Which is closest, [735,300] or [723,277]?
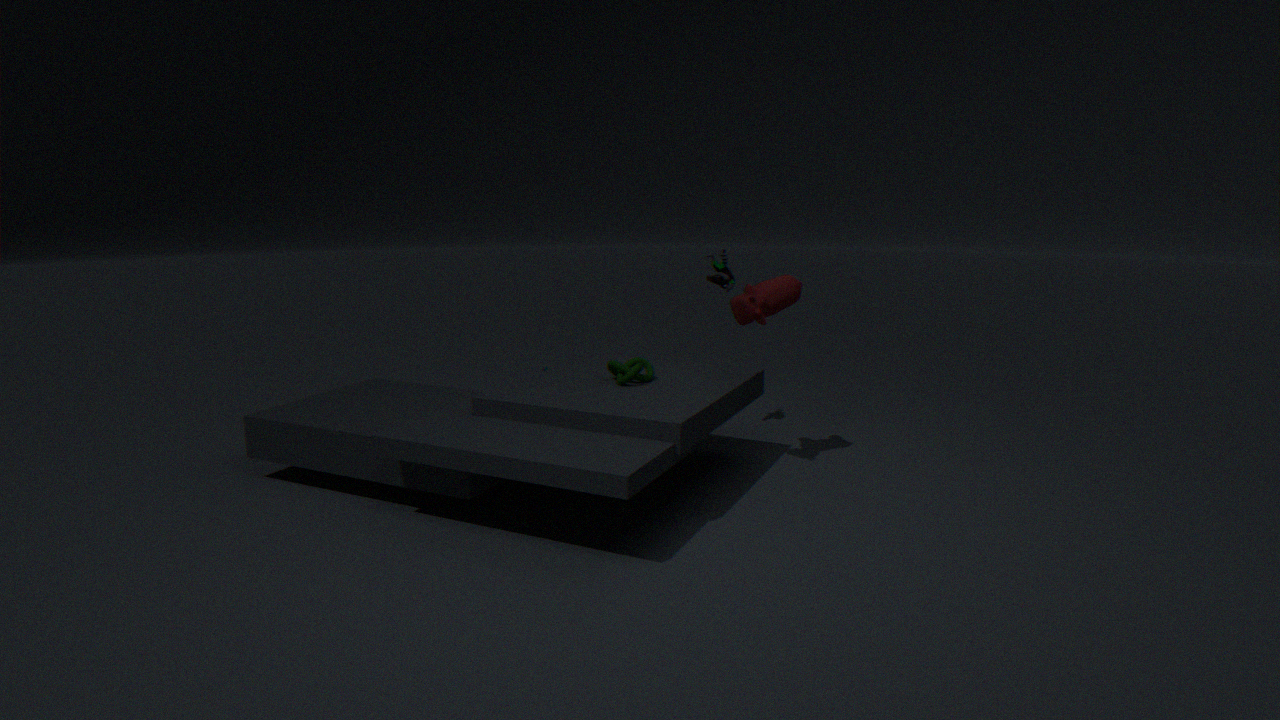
[735,300]
